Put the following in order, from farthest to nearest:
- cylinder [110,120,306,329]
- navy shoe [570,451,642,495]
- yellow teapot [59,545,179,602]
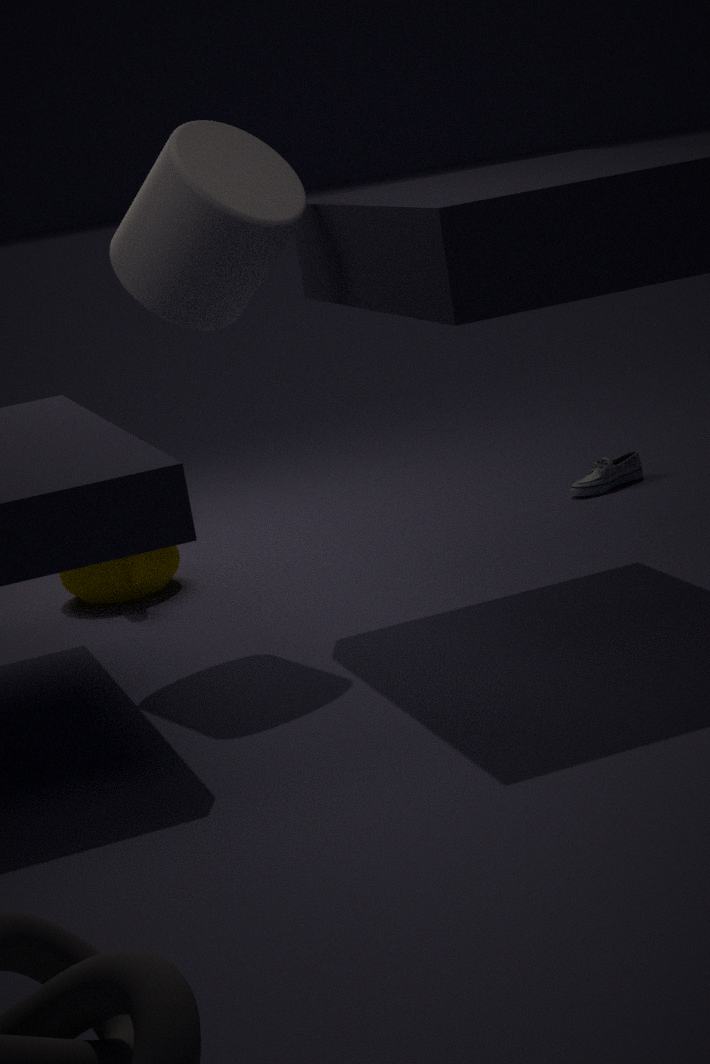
navy shoe [570,451,642,495] → yellow teapot [59,545,179,602] → cylinder [110,120,306,329]
